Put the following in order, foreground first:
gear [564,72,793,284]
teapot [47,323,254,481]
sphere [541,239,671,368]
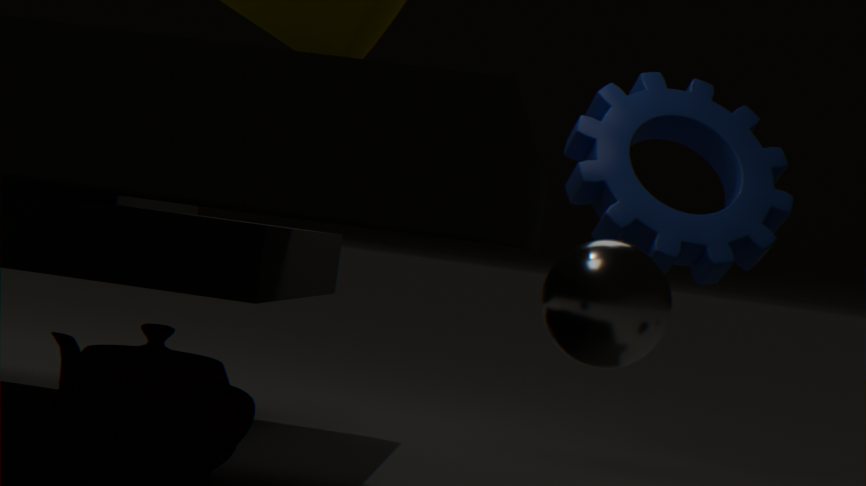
1. sphere [541,239,671,368]
2. teapot [47,323,254,481]
3. gear [564,72,793,284]
